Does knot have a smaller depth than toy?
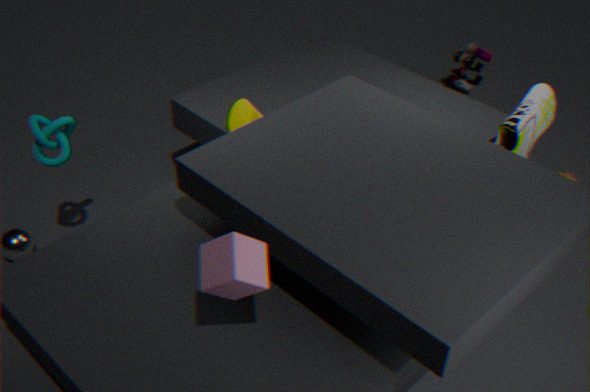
Yes
